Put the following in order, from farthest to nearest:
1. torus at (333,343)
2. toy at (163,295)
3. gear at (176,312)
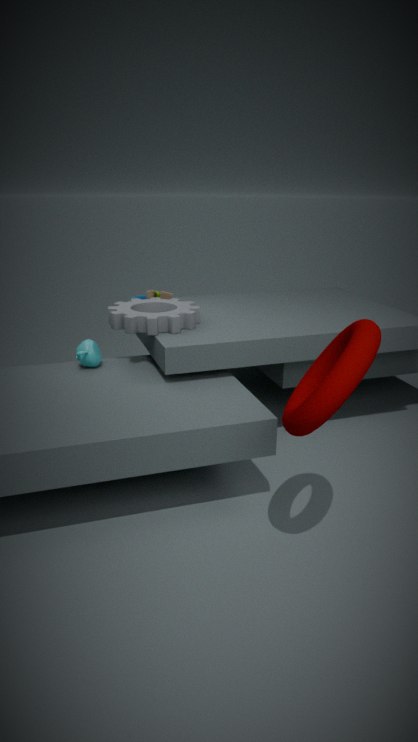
toy at (163,295) → gear at (176,312) → torus at (333,343)
